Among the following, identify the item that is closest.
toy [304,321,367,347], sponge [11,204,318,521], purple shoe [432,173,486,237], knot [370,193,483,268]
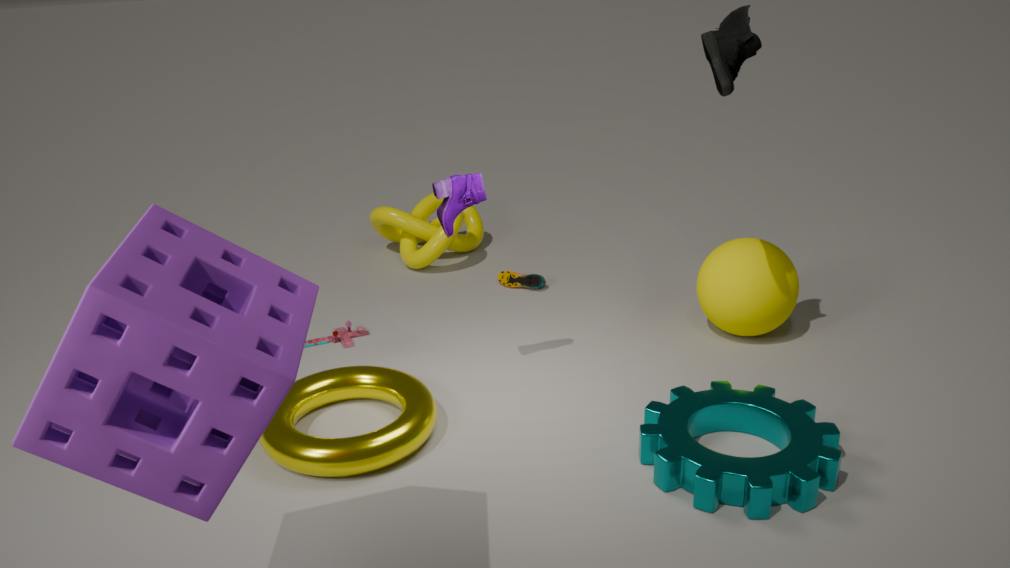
sponge [11,204,318,521]
